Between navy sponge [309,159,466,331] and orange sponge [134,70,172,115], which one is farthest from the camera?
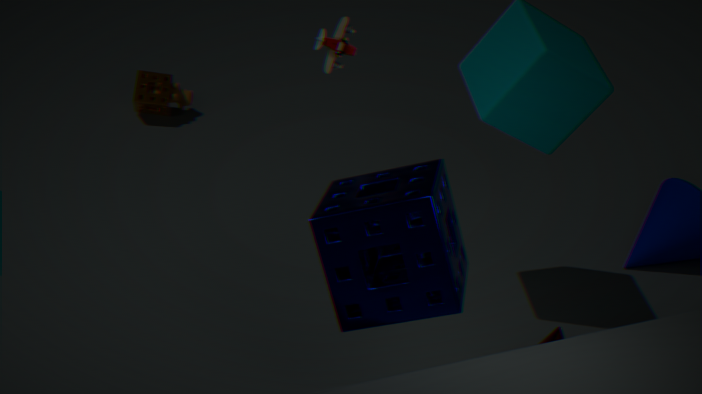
orange sponge [134,70,172,115]
